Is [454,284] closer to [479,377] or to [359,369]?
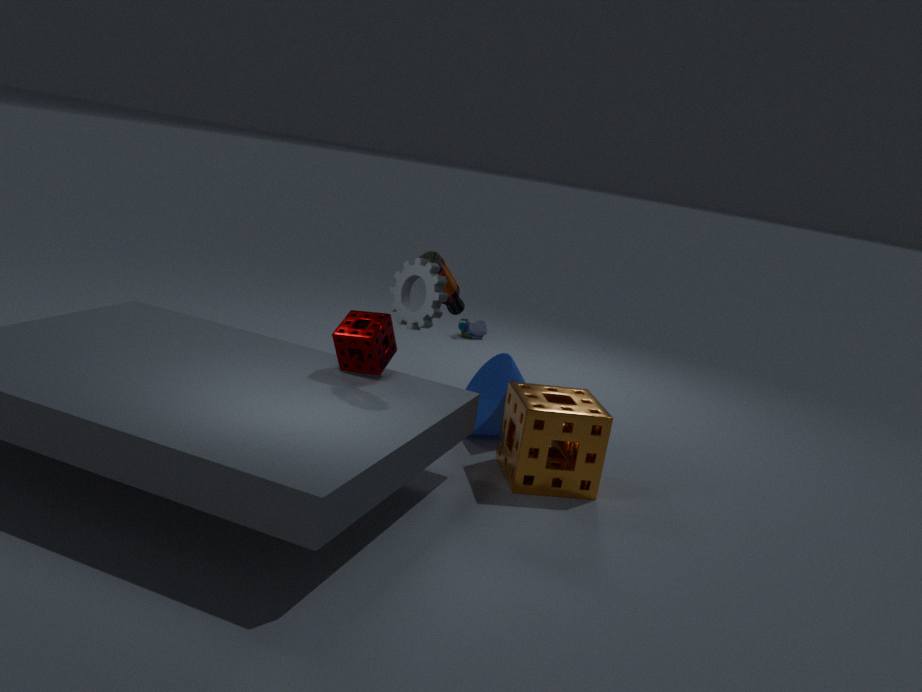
[479,377]
